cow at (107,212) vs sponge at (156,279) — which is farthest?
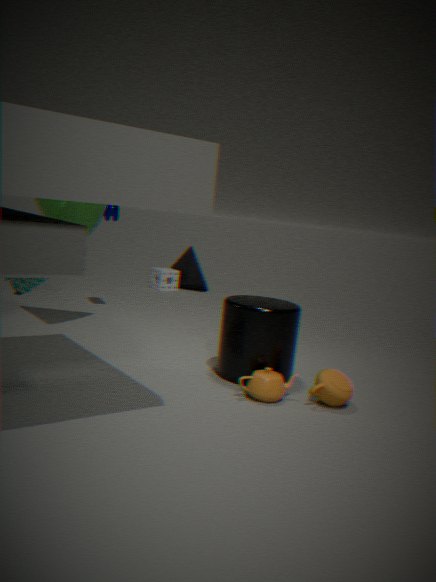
sponge at (156,279)
